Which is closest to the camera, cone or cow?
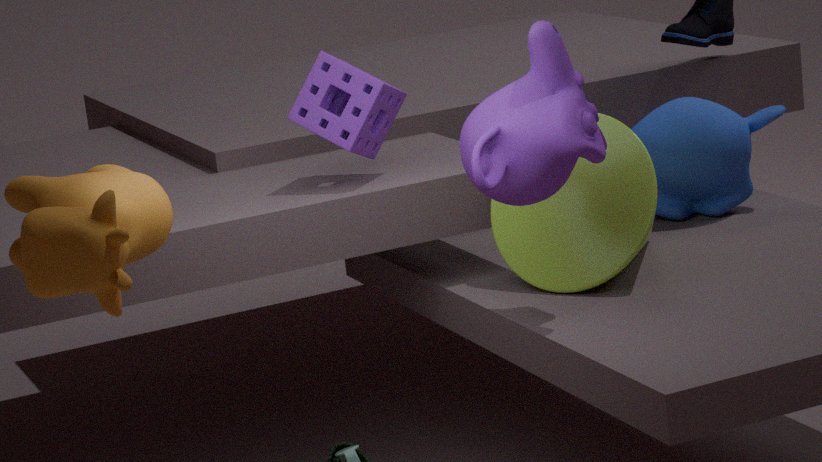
cow
